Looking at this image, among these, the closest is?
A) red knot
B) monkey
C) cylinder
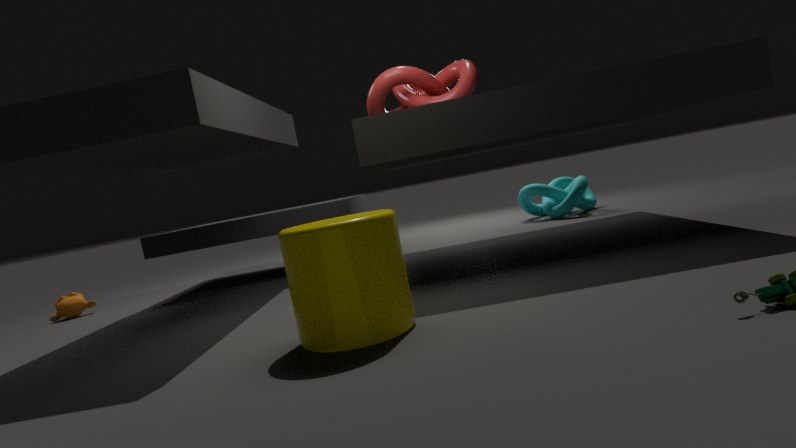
cylinder
